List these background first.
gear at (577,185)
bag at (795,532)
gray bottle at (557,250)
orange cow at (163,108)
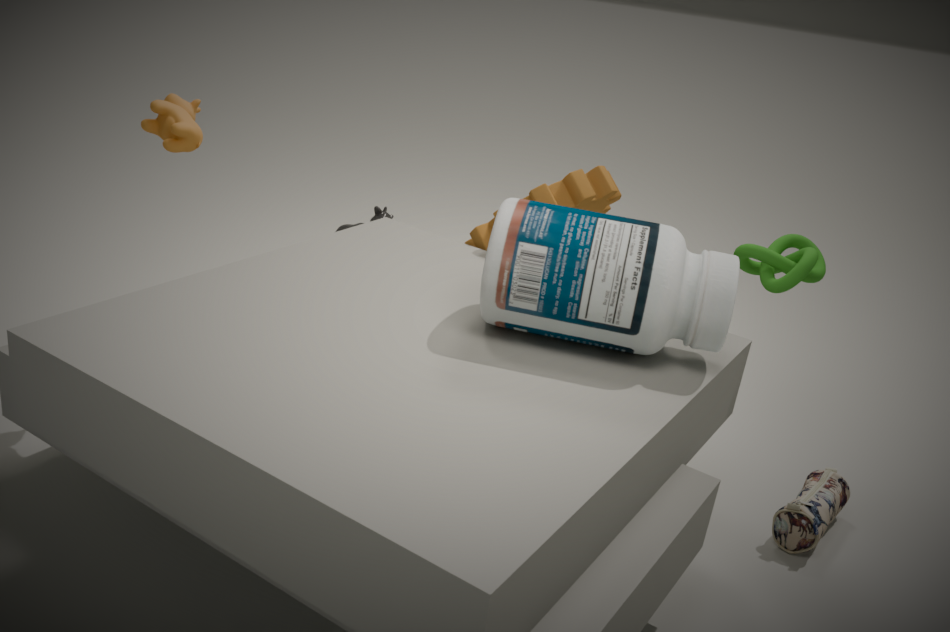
gear at (577,185) < bag at (795,532) < orange cow at (163,108) < gray bottle at (557,250)
